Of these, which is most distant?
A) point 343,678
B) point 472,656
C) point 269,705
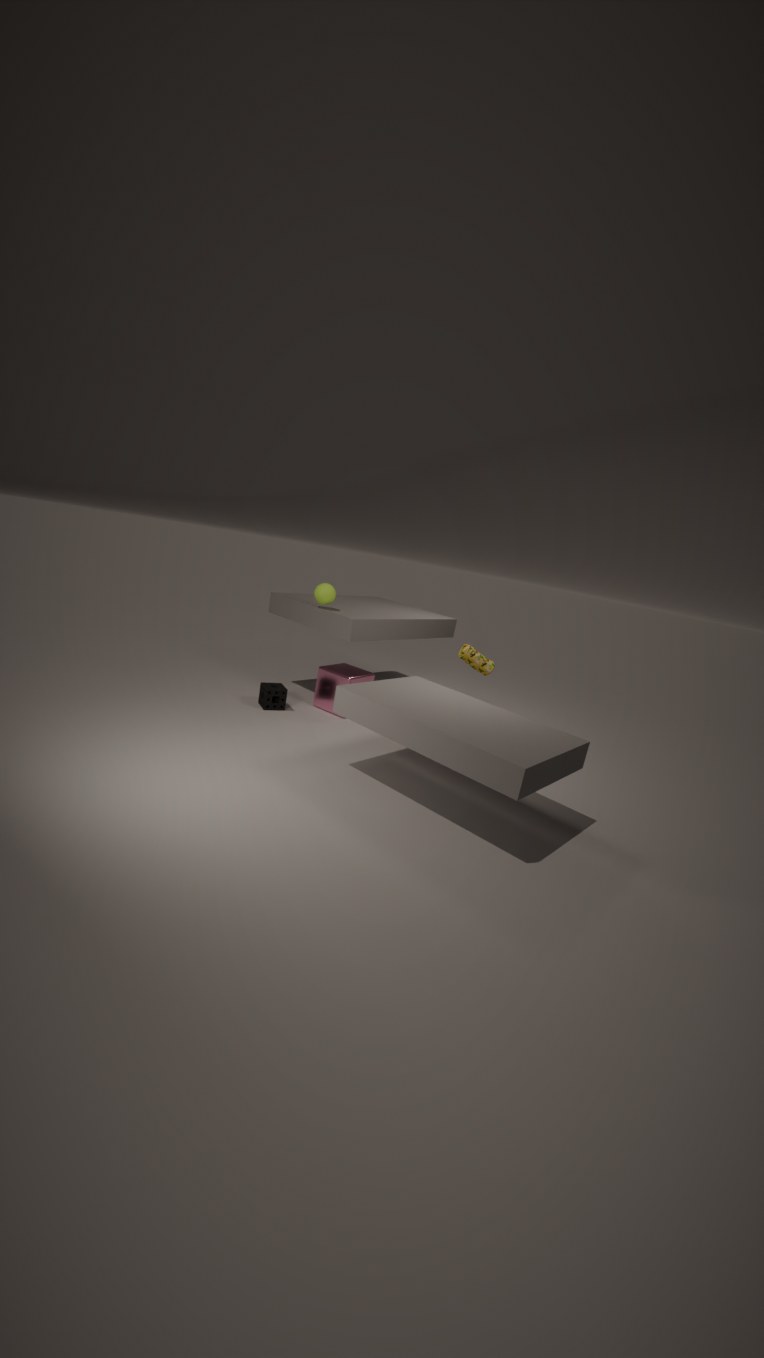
point 472,656
